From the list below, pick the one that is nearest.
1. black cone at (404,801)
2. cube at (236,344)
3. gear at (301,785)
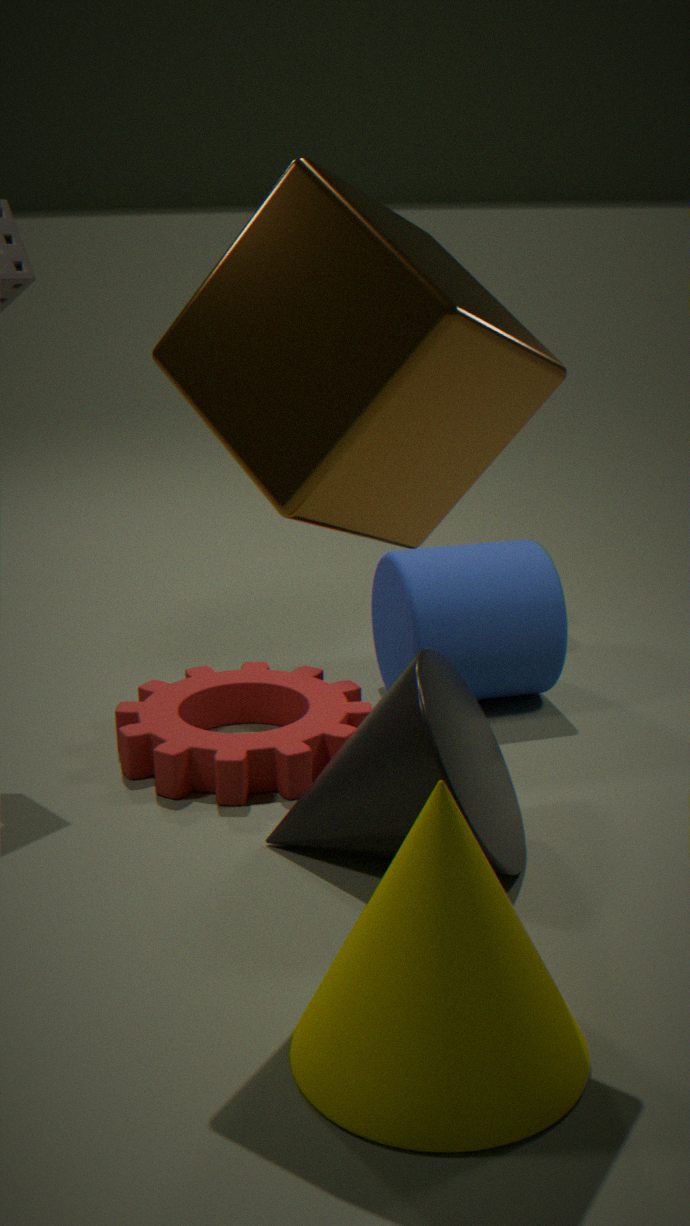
cube at (236,344)
